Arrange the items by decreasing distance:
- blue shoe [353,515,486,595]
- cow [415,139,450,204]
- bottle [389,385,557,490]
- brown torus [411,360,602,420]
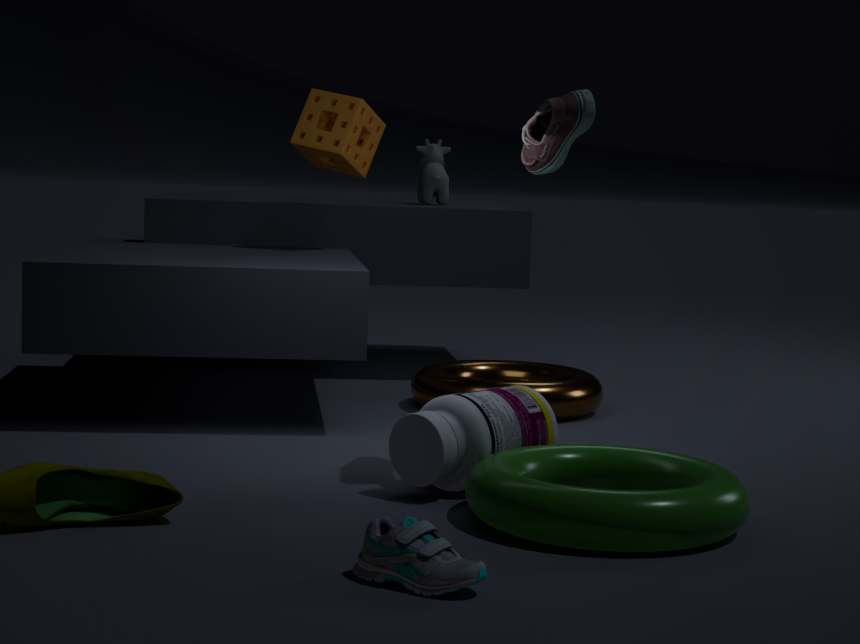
cow [415,139,450,204] → brown torus [411,360,602,420] → bottle [389,385,557,490] → blue shoe [353,515,486,595]
